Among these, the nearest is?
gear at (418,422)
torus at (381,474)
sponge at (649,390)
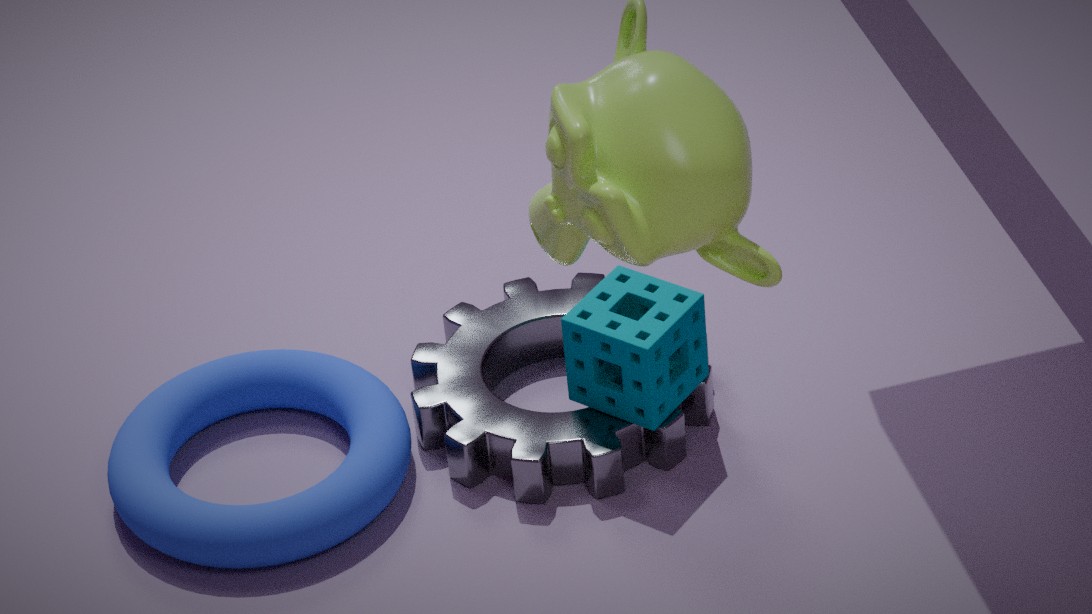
torus at (381,474)
